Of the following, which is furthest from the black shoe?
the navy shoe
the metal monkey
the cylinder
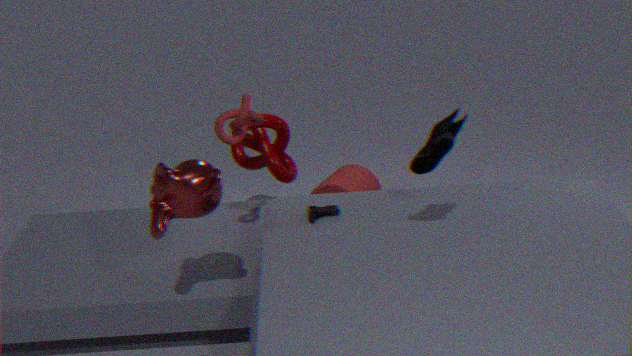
the cylinder
